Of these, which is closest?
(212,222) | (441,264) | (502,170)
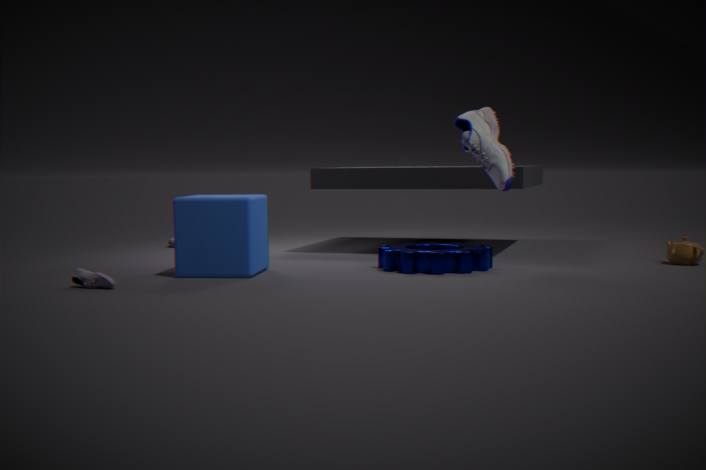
(212,222)
